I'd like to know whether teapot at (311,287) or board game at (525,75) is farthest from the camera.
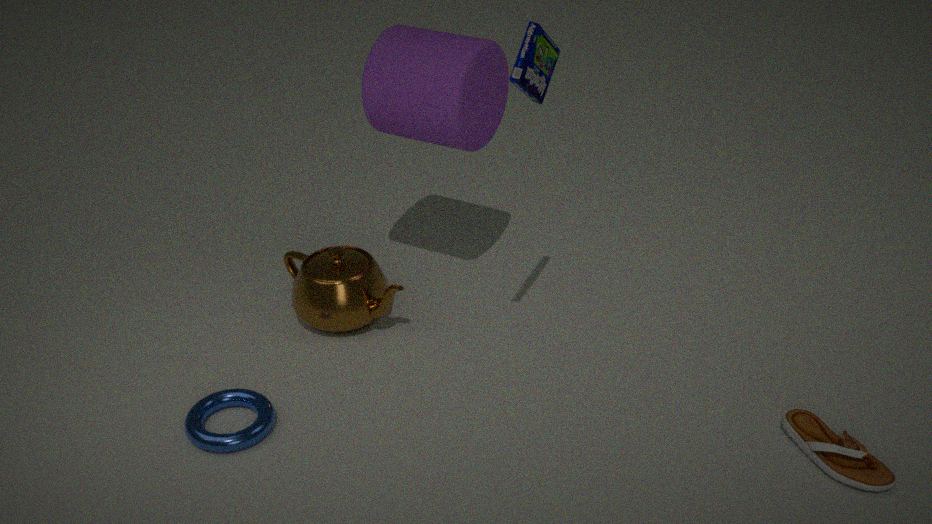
teapot at (311,287)
